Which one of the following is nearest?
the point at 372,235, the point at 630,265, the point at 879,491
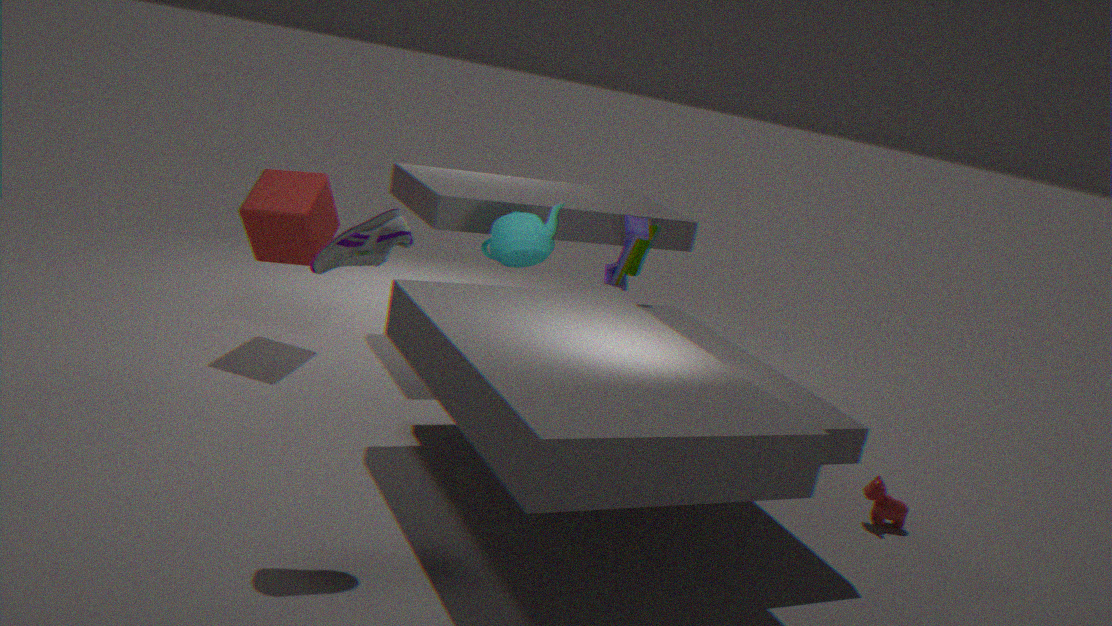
the point at 372,235
